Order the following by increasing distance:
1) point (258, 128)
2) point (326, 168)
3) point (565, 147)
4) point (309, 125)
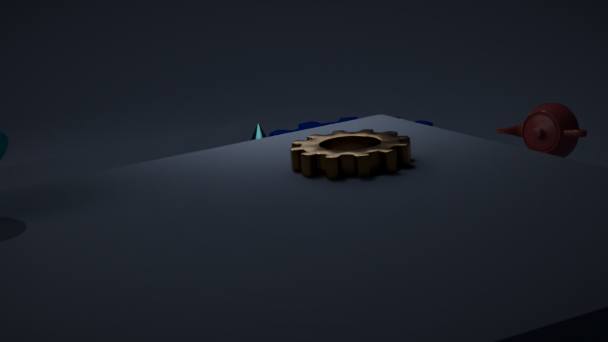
1. 2. point (326, 168)
2. 1. point (258, 128)
3. 3. point (565, 147)
4. 4. point (309, 125)
